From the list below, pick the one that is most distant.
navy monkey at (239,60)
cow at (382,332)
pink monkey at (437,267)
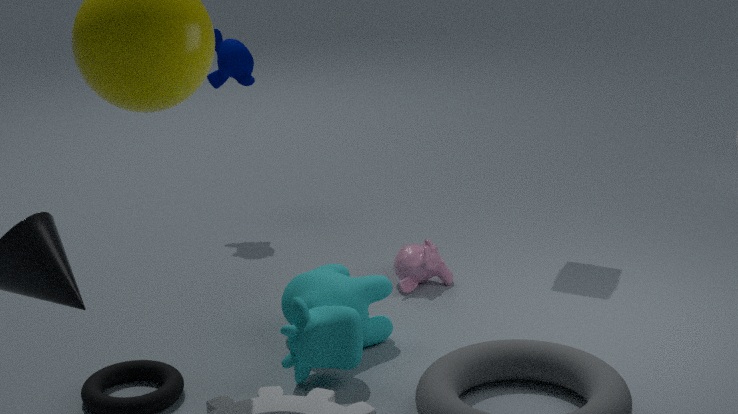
navy monkey at (239,60)
